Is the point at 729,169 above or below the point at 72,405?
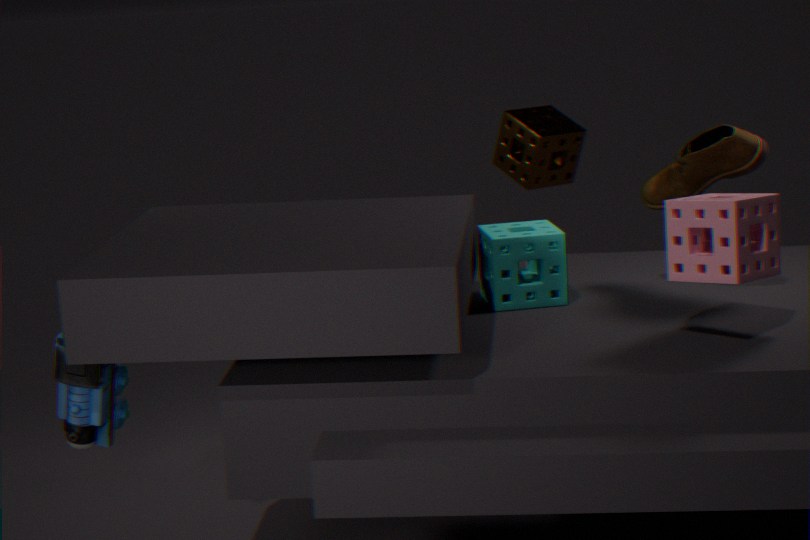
above
